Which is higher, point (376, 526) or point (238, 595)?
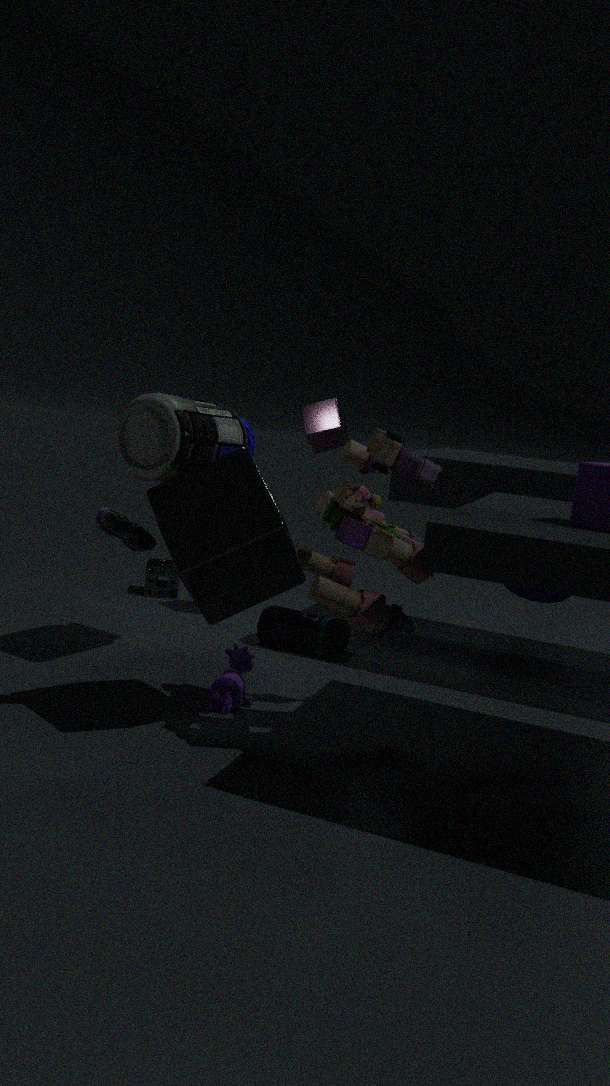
point (376, 526)
